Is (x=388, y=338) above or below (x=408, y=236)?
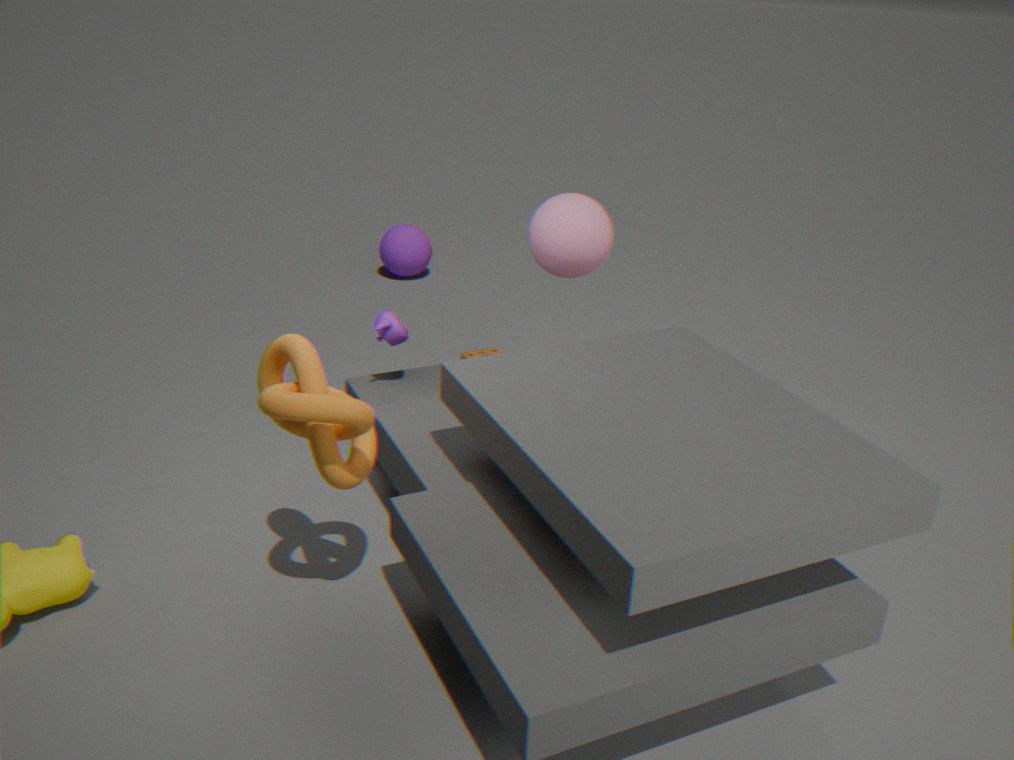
above
